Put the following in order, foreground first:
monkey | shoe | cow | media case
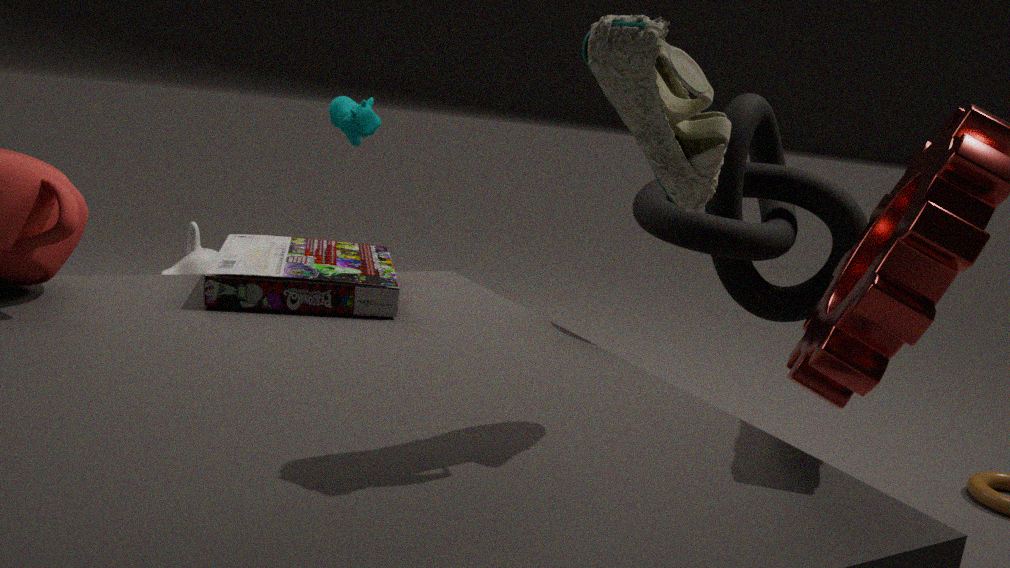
shoe → media case → cow → monkey
